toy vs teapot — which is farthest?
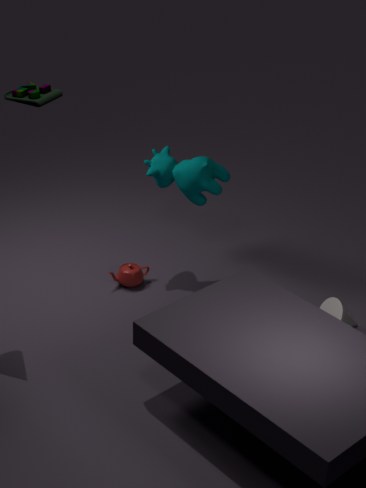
toy
